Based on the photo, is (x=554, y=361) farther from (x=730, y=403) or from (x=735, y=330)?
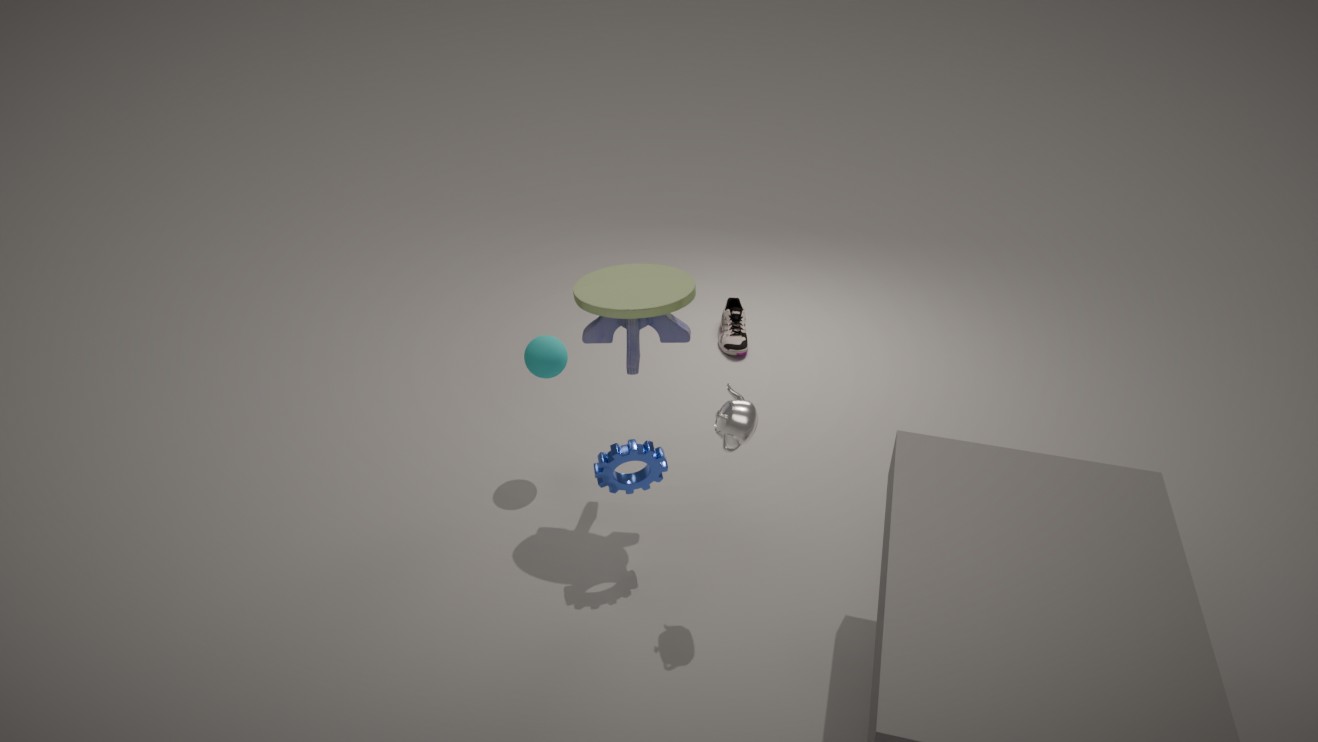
(x=735, y=330)
